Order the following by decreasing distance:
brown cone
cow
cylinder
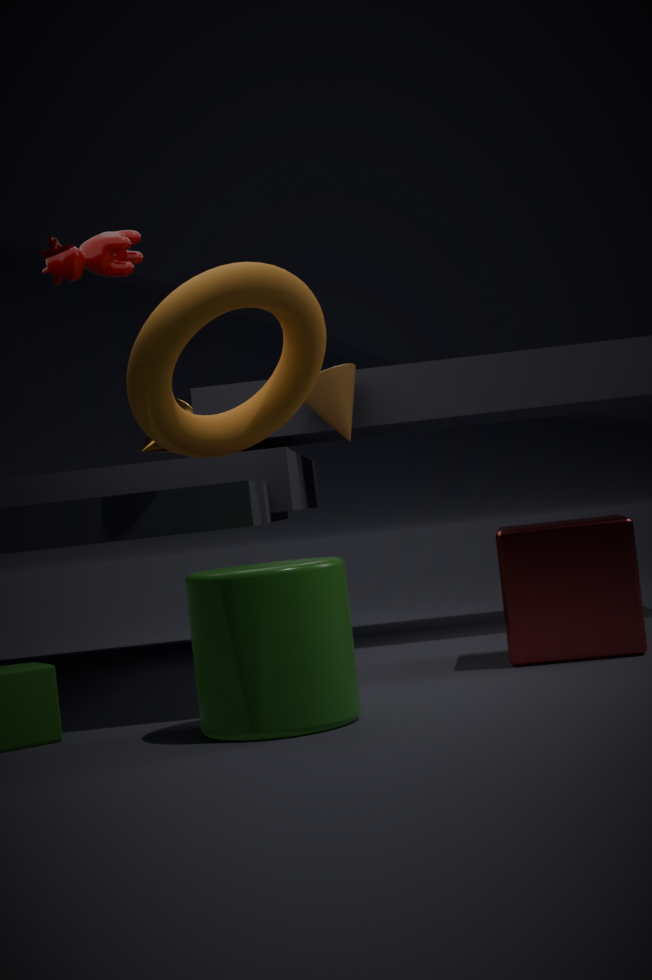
brown cone
cow
cylinder
